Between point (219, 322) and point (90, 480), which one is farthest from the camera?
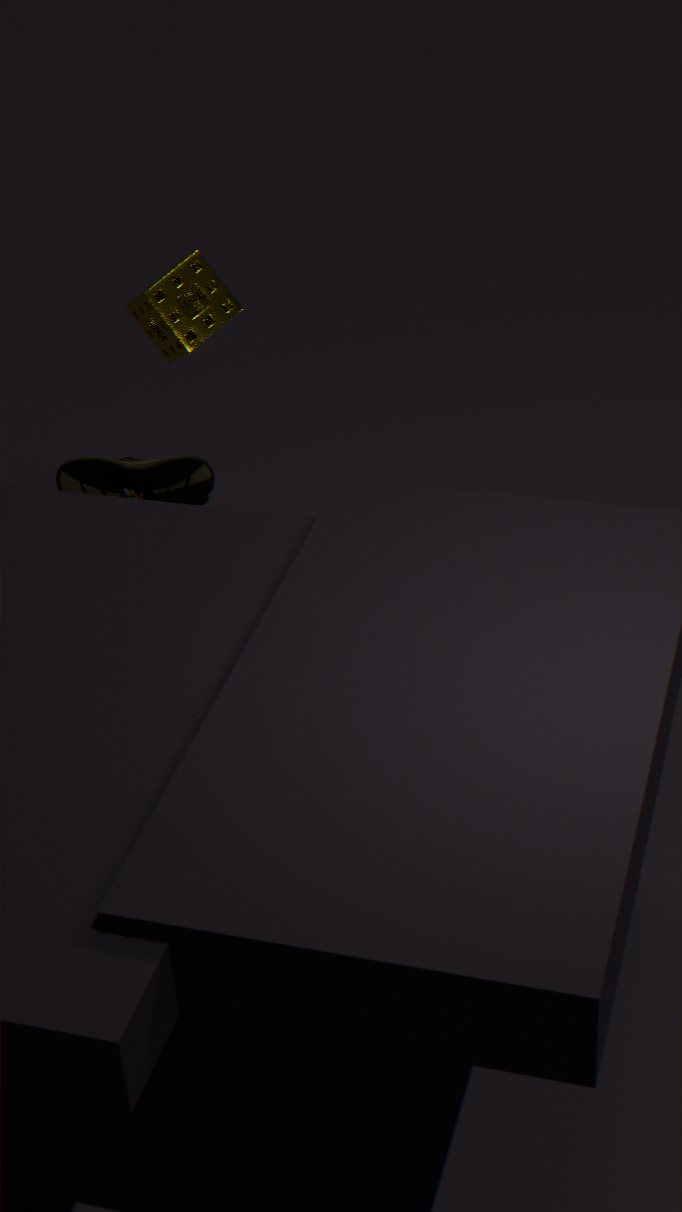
point (90, 480)
